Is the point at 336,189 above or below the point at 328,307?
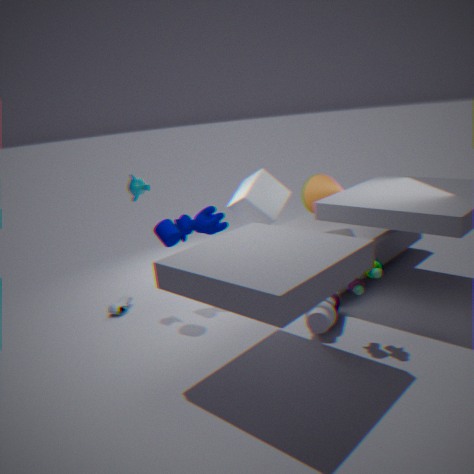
above
